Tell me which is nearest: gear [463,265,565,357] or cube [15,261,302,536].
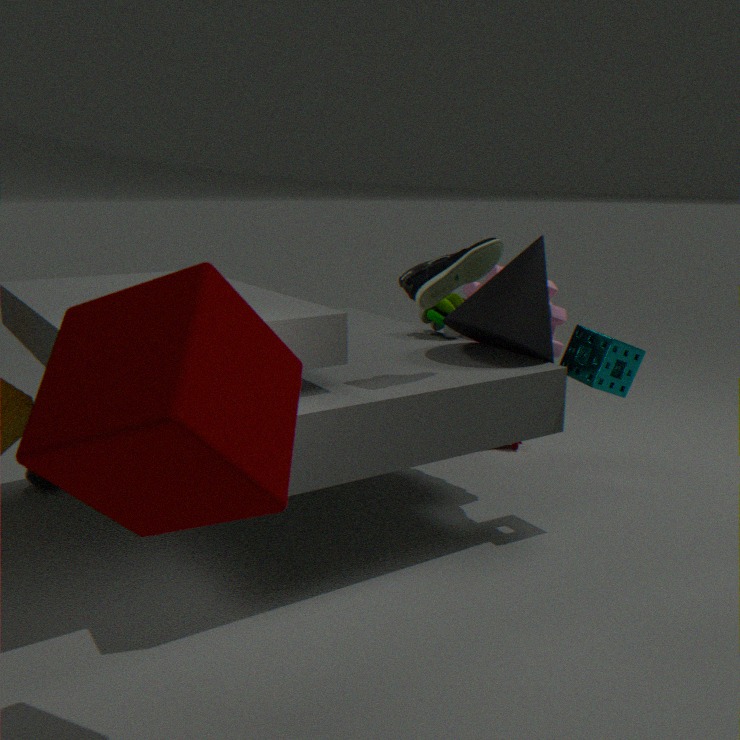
cube [15,261,302,536]
